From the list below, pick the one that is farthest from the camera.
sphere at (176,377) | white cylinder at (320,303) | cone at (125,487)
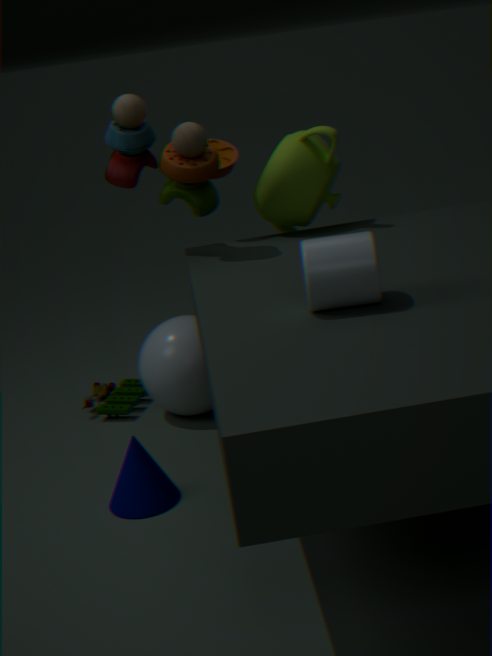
sphere at (176,377)
